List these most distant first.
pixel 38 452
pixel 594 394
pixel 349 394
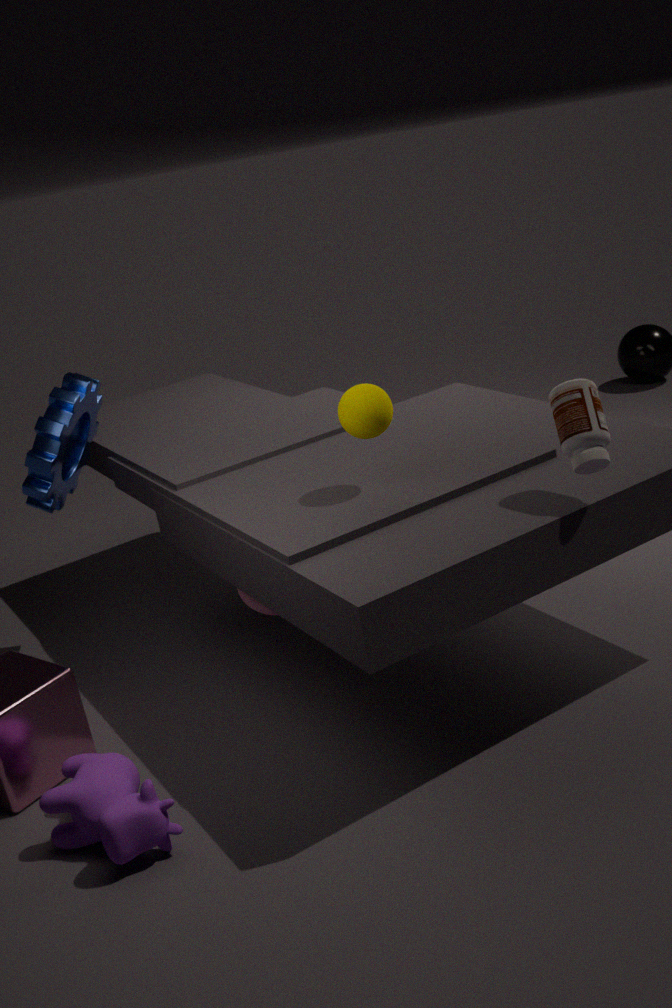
pixel 38 452
pixel 349 394
pixel 594 394
